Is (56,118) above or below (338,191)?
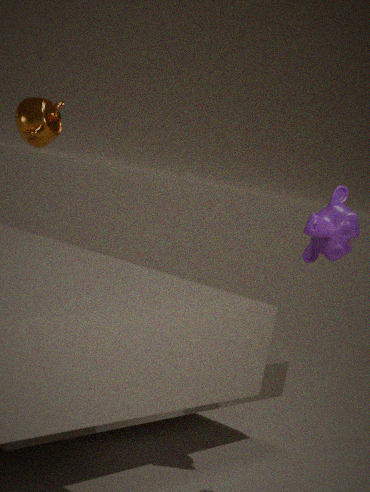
above
